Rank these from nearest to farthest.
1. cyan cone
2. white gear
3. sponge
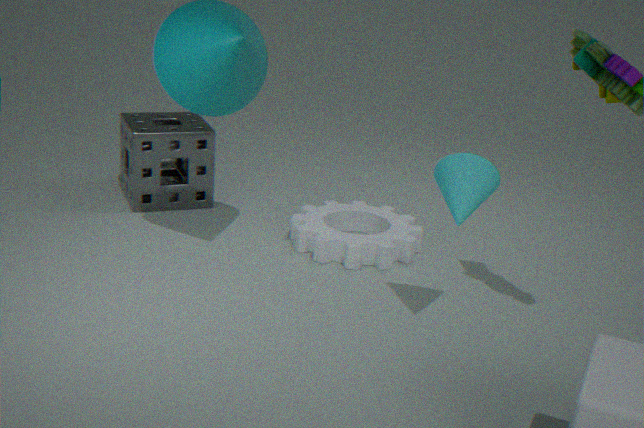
cyan cone → white gear → sponge
